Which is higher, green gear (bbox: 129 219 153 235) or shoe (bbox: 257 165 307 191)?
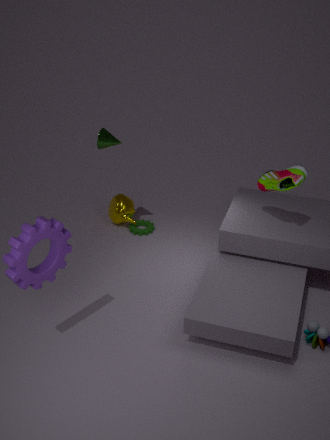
shoe (bbox: 257 165 307 191)
